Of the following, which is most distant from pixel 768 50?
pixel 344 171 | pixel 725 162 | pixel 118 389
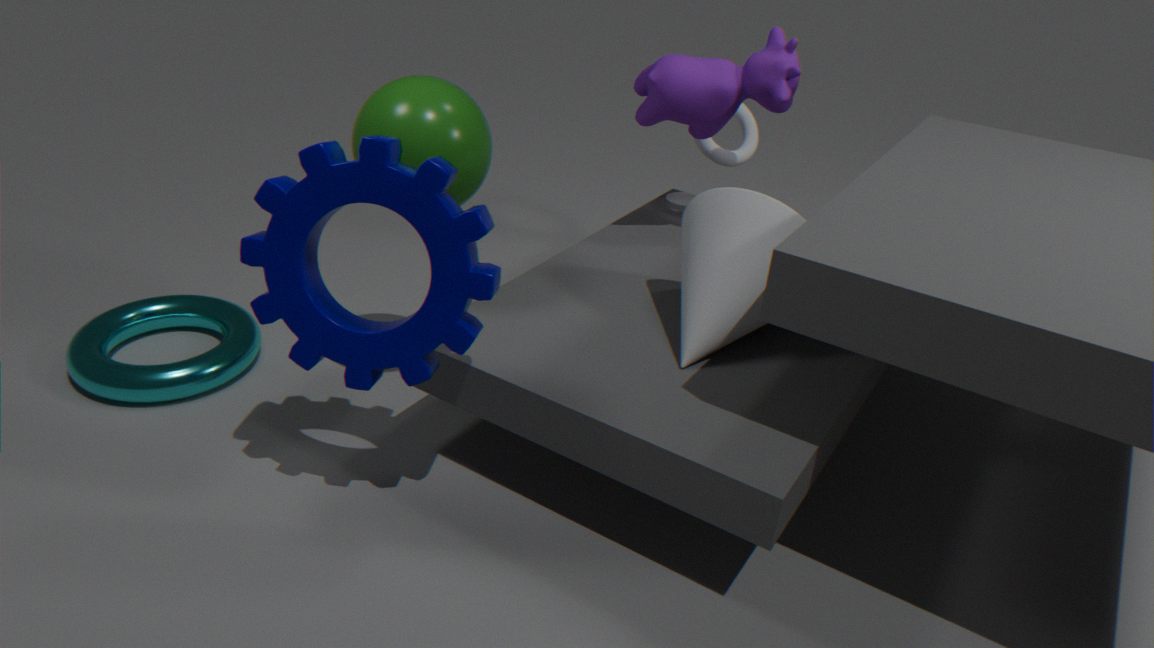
pixel 118 389
